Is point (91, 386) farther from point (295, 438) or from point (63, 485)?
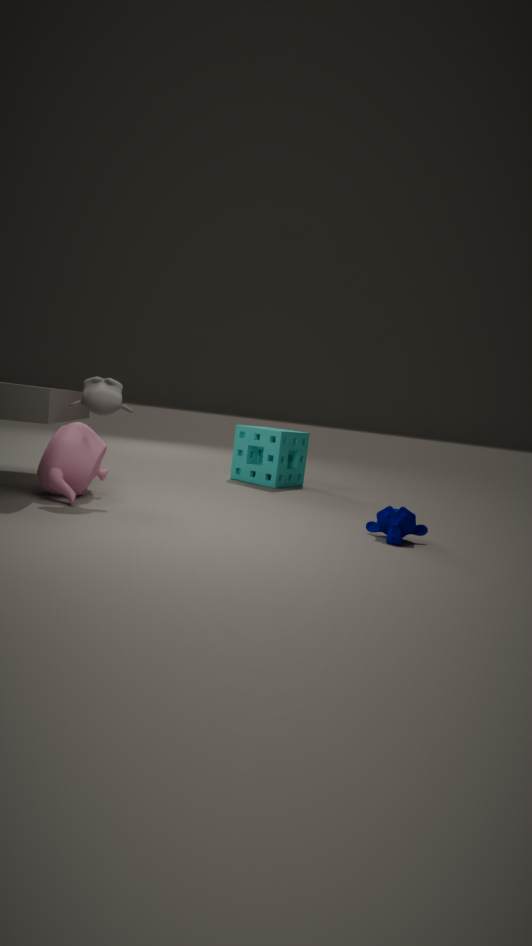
point (295, 438)
